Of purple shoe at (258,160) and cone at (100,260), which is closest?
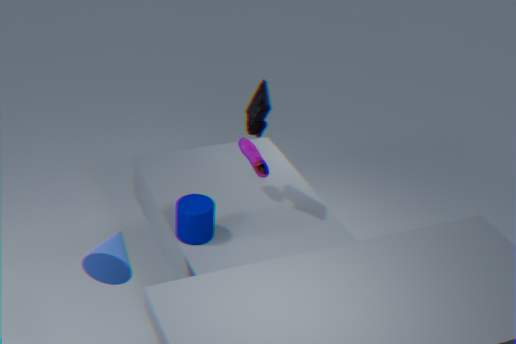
cone at (100,260)
